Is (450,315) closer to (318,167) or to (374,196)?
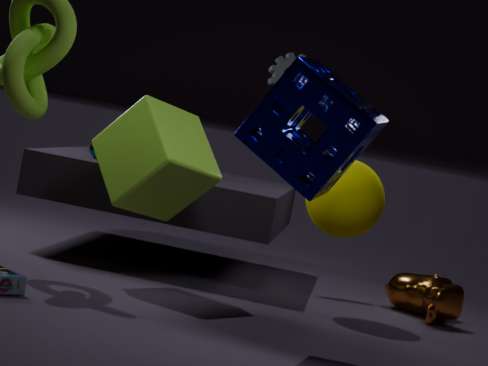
(374,196)
